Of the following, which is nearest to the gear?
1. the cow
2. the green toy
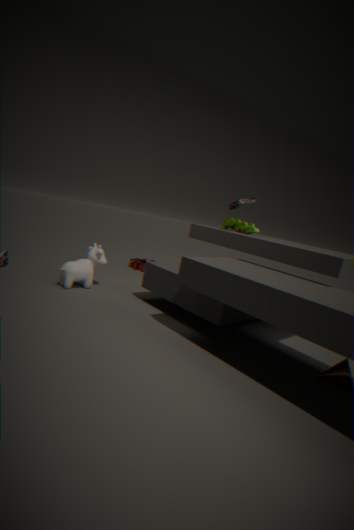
the cow
